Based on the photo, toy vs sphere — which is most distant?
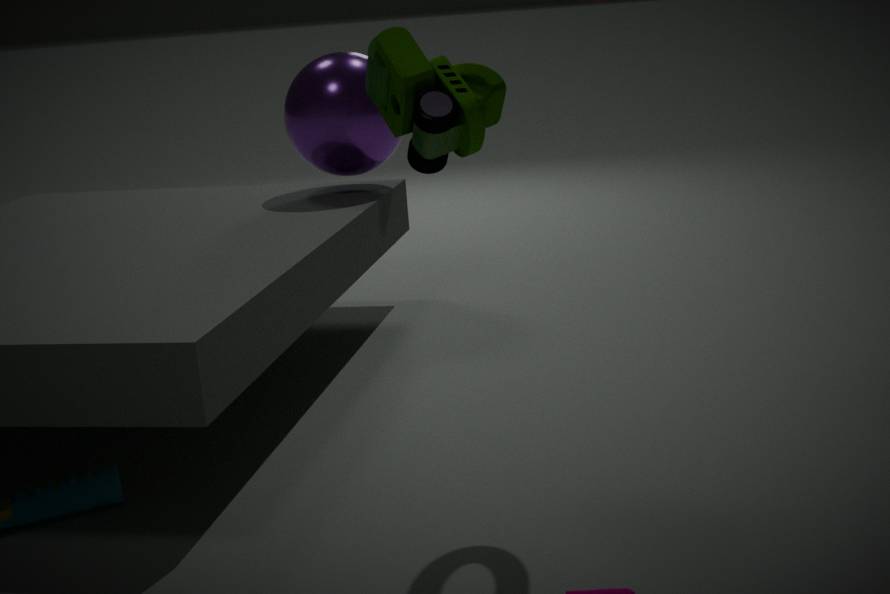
sphere
